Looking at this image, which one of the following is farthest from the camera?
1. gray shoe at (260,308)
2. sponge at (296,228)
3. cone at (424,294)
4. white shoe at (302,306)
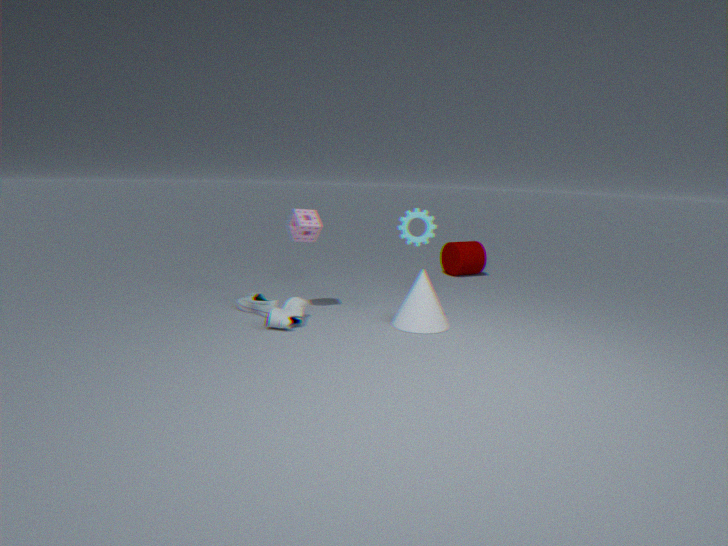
gray shoe at (260,308)
